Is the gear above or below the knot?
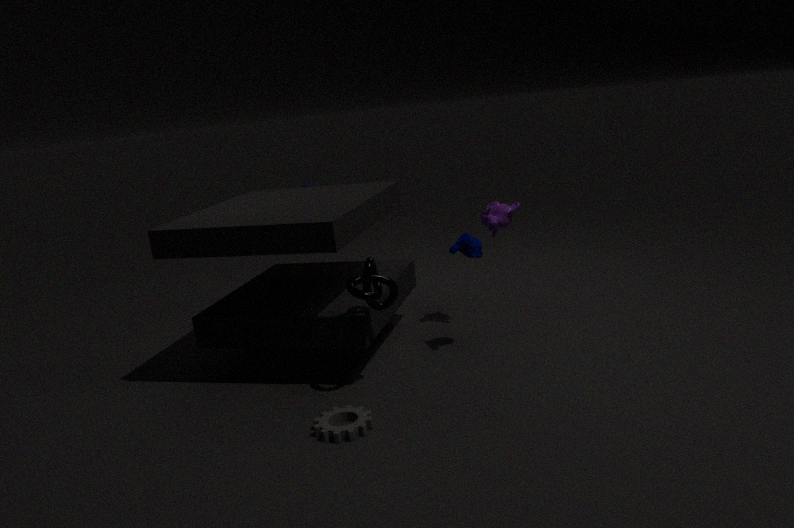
below
